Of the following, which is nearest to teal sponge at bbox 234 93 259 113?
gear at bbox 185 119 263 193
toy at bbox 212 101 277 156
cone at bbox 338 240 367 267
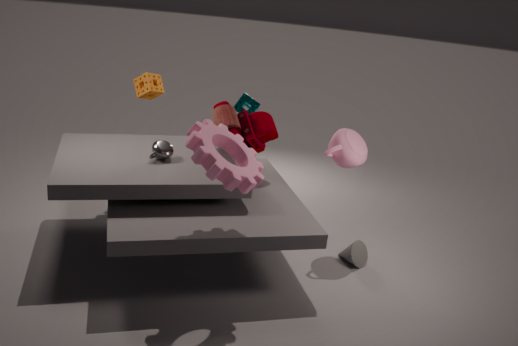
toy at bbox 212 101 277 156
